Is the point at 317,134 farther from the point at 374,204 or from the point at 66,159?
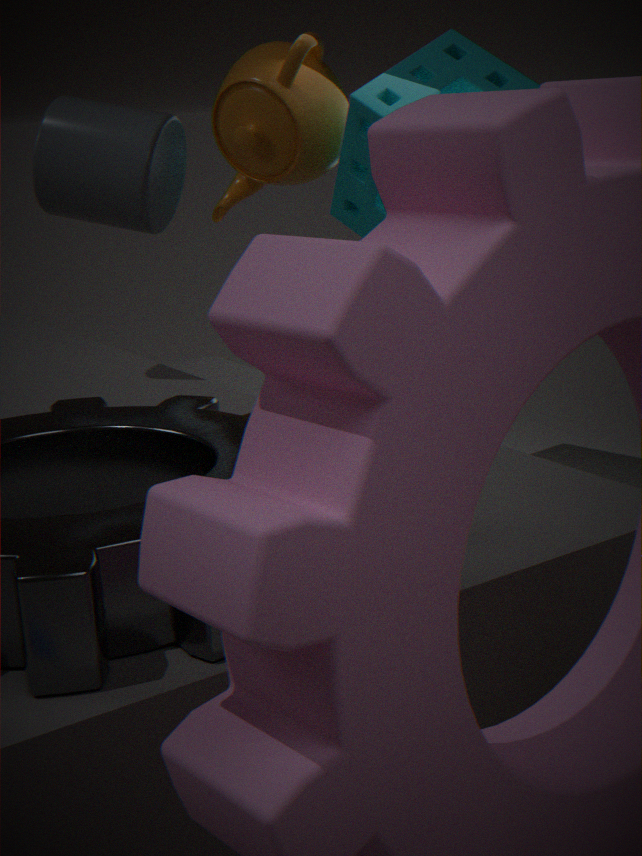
the point at 66,159
